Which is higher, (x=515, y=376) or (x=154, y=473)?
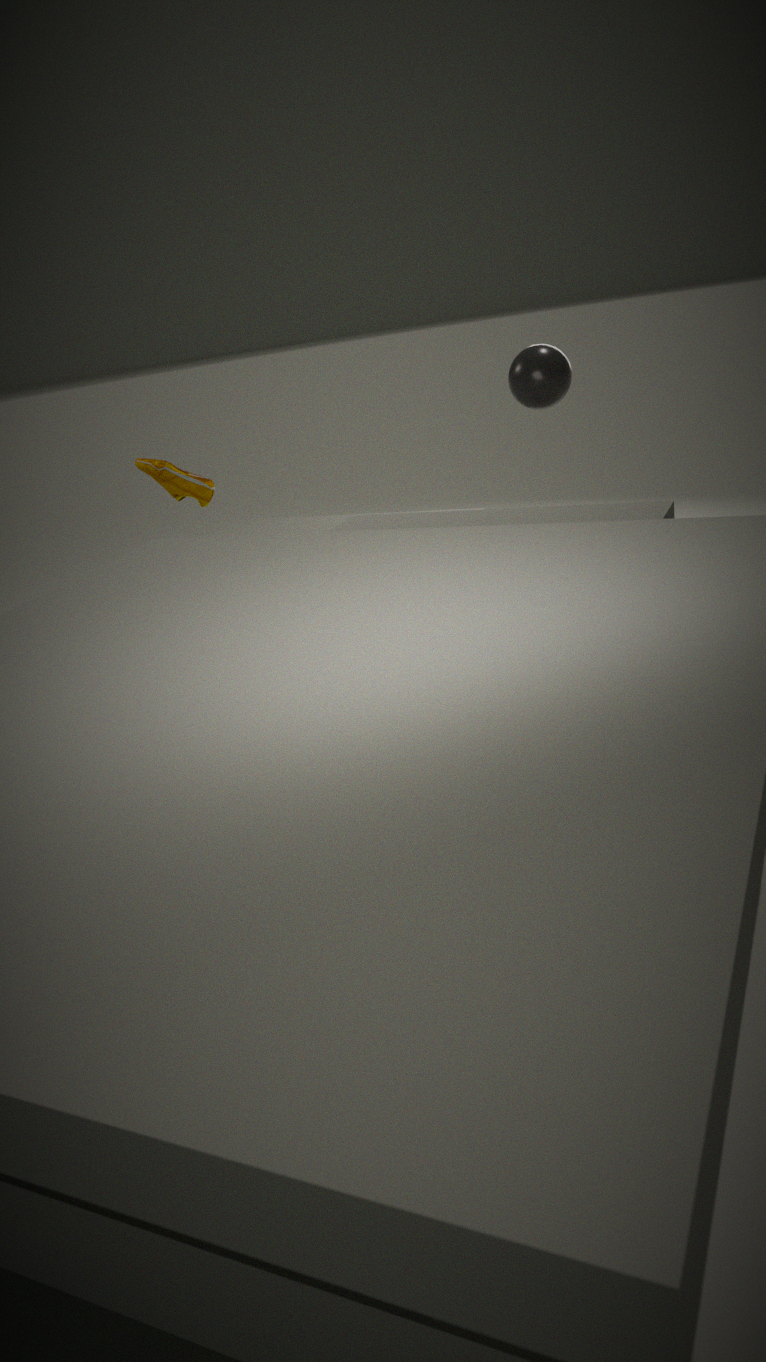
(x=515, y=376)
